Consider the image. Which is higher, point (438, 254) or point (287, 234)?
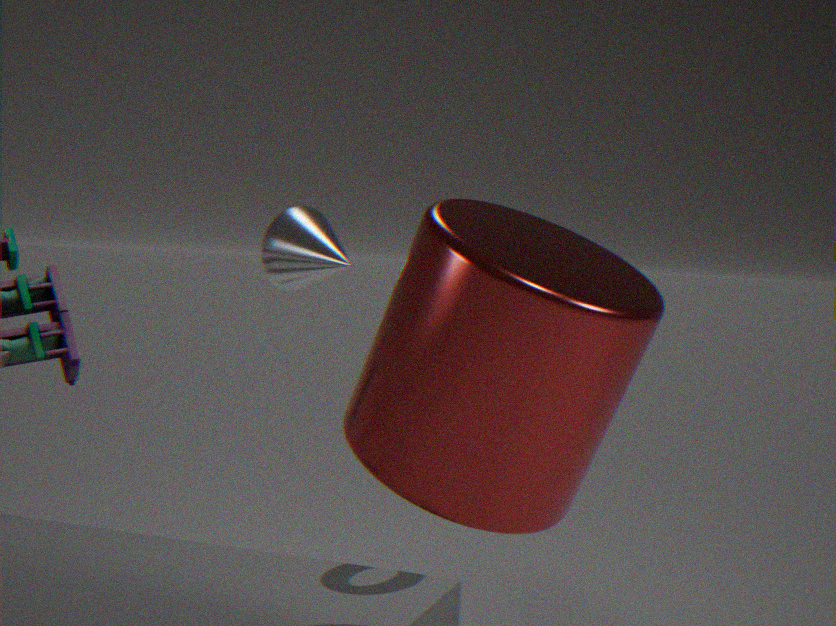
point (287, 234)
